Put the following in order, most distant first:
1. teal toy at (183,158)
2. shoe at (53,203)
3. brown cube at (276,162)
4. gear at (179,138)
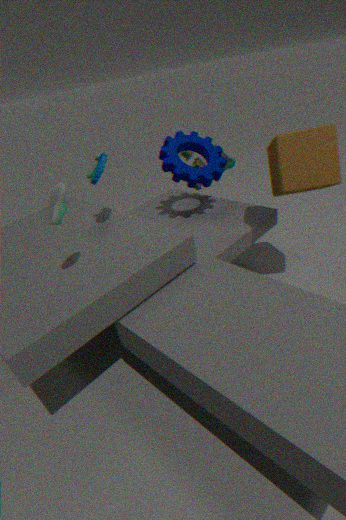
teal toy at (183,158)
gear at (179,138)
brown cube at (276,162)
shoe at (53,203)
